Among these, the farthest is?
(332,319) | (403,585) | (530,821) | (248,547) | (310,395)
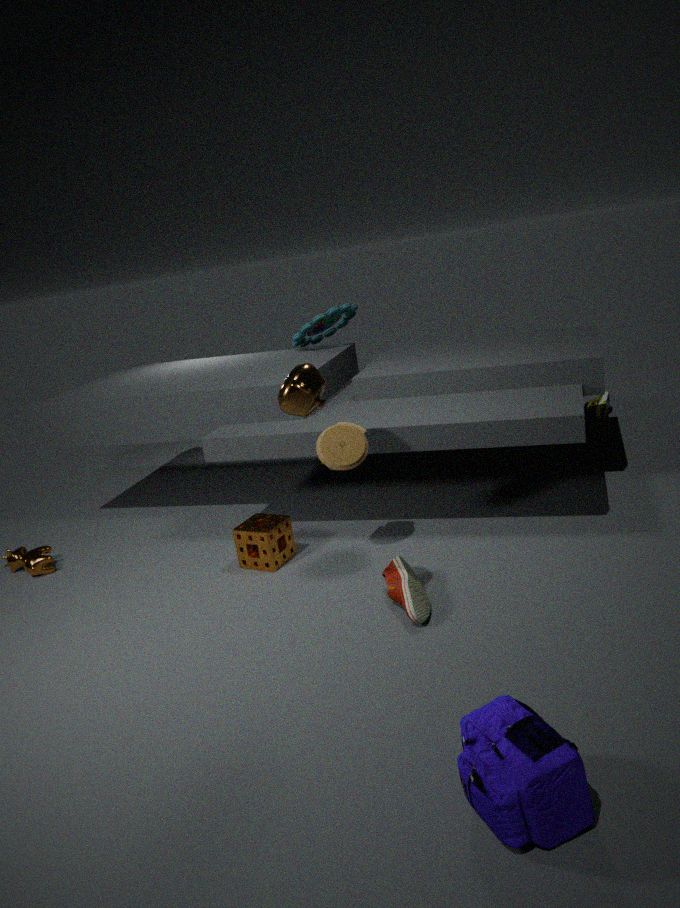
(332,319)
